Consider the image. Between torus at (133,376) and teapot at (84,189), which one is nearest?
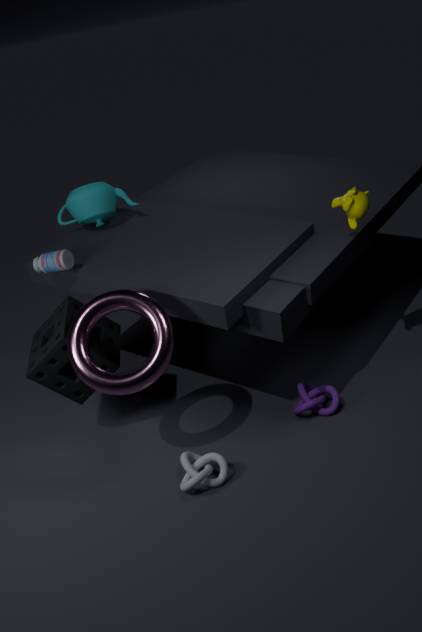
torus at (133,376)
